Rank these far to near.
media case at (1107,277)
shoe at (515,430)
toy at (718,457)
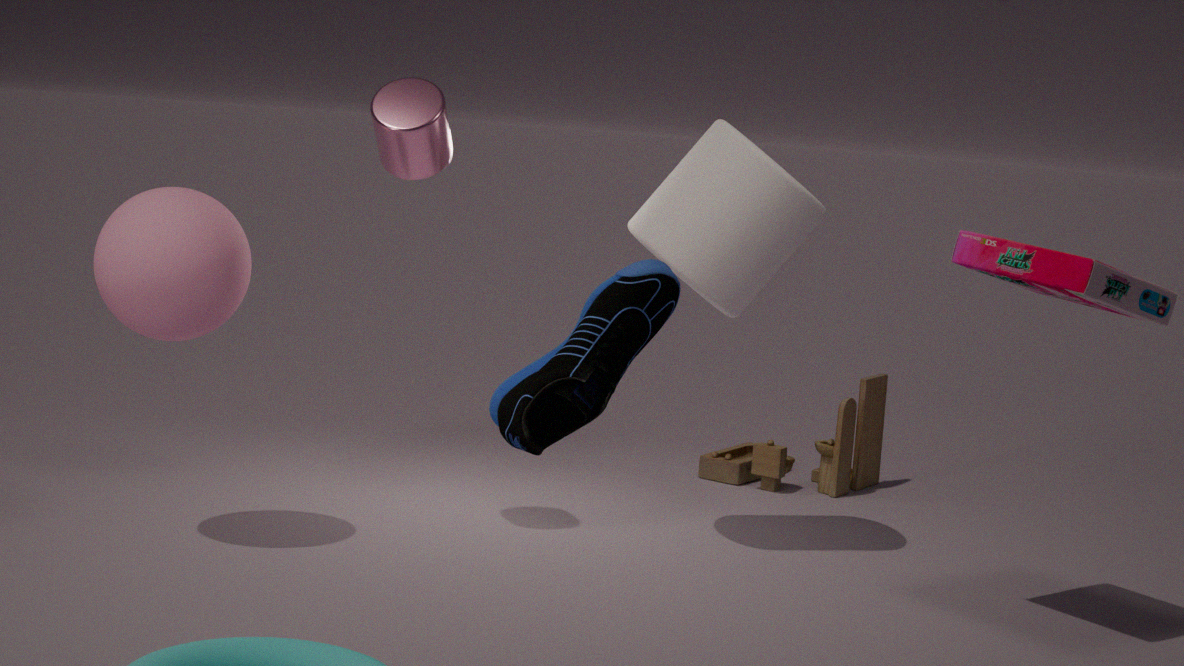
toy at (718,457), media case at (1107,277), shoe at (515,430)
